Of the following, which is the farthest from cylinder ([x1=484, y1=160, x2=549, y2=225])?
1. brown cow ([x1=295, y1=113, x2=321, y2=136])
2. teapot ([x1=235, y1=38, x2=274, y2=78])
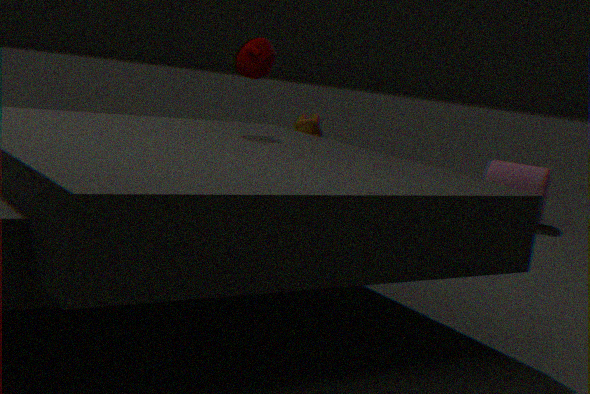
teapot ([x1=235, y1=38, x2=274, y2=78])
